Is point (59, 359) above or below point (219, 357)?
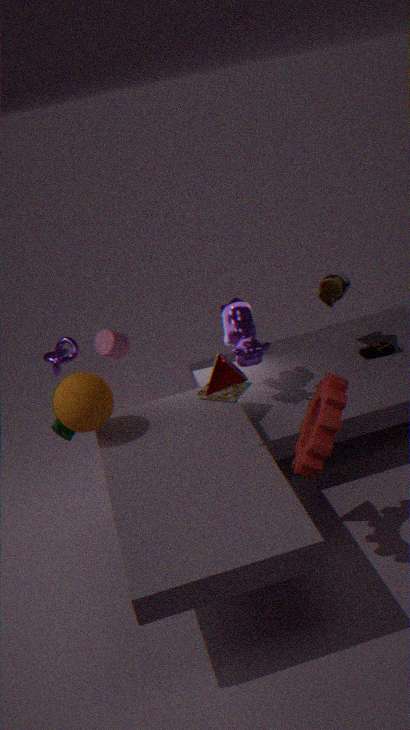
below
